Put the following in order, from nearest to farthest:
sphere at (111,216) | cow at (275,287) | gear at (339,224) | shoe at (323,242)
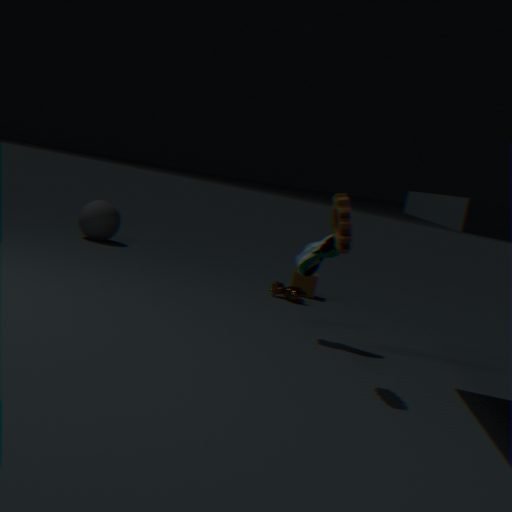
gear at (339,224) < shoe at (323,242) < cow at (275,287) < sphere at (111,216)
